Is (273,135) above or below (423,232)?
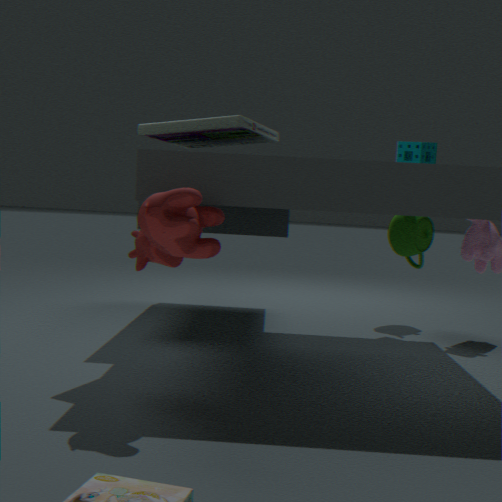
above
